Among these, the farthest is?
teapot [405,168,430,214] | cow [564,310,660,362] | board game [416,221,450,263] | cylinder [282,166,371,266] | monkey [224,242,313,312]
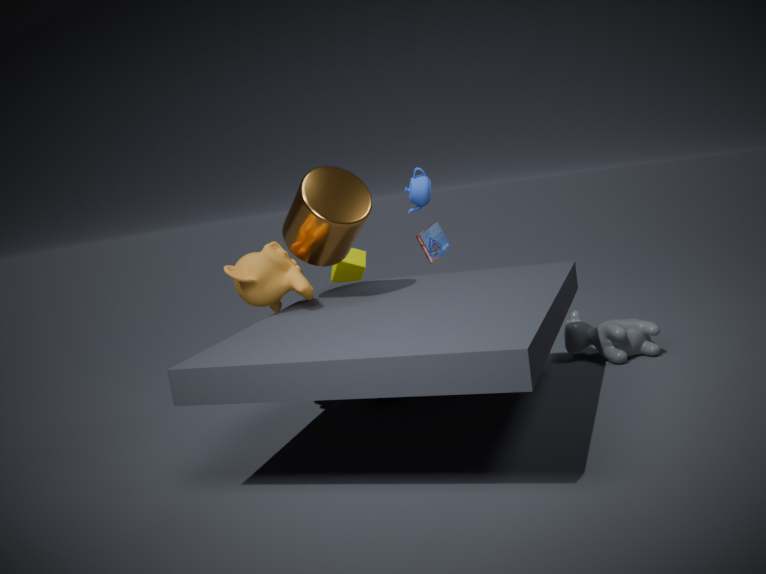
board game [416,221,450,263]
